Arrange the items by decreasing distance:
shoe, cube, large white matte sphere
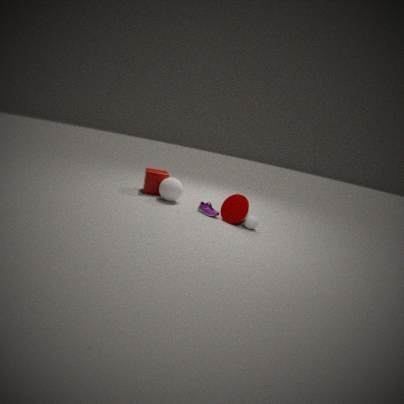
cube, large white matte sphere, shoe
